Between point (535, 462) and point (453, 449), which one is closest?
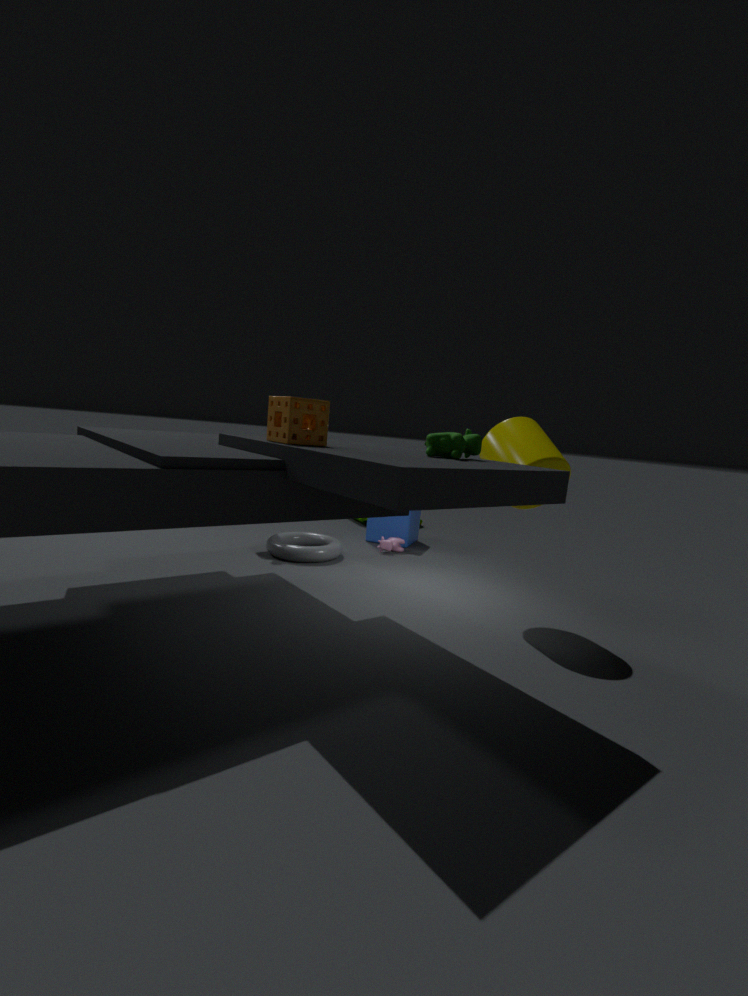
point (453, 449)
